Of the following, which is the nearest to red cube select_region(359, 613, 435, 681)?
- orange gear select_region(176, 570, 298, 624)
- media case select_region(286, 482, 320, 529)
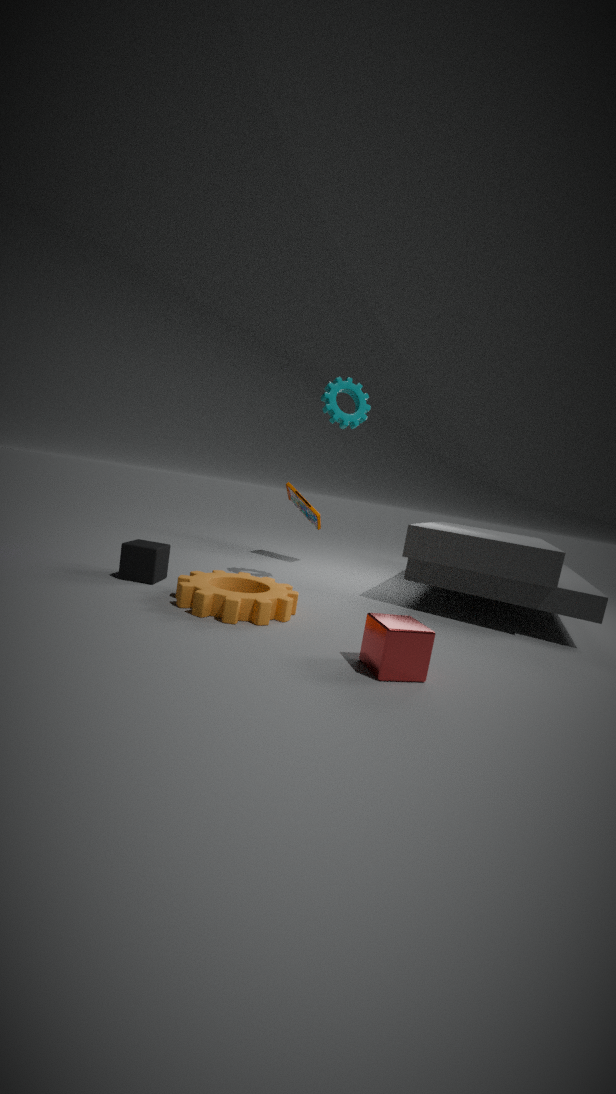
orange gear select_region(176, 570, 298, 624)
